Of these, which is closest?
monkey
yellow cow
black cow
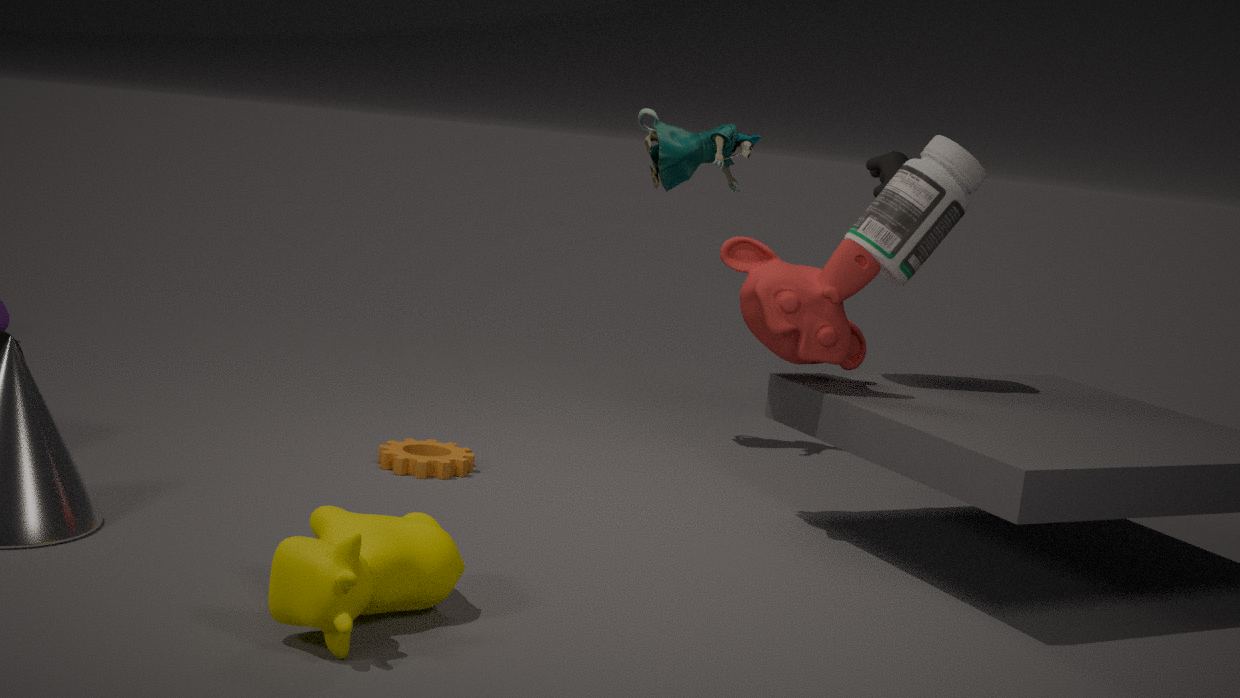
yellow cow
